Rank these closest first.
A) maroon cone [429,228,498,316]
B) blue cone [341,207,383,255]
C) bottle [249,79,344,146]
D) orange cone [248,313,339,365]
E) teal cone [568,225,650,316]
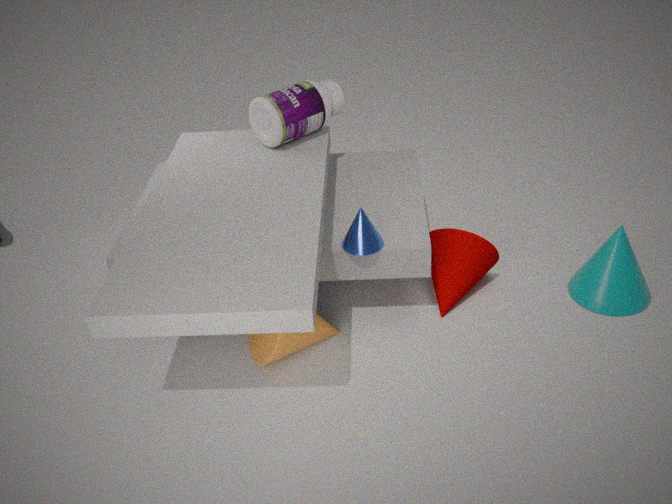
orange cone [248,313,339,365] < blue cone [341,207,383,255] < teal cone [568,225,650,316] < maroon cone [429,228,498,316] < bottle [249,79,344,146]
